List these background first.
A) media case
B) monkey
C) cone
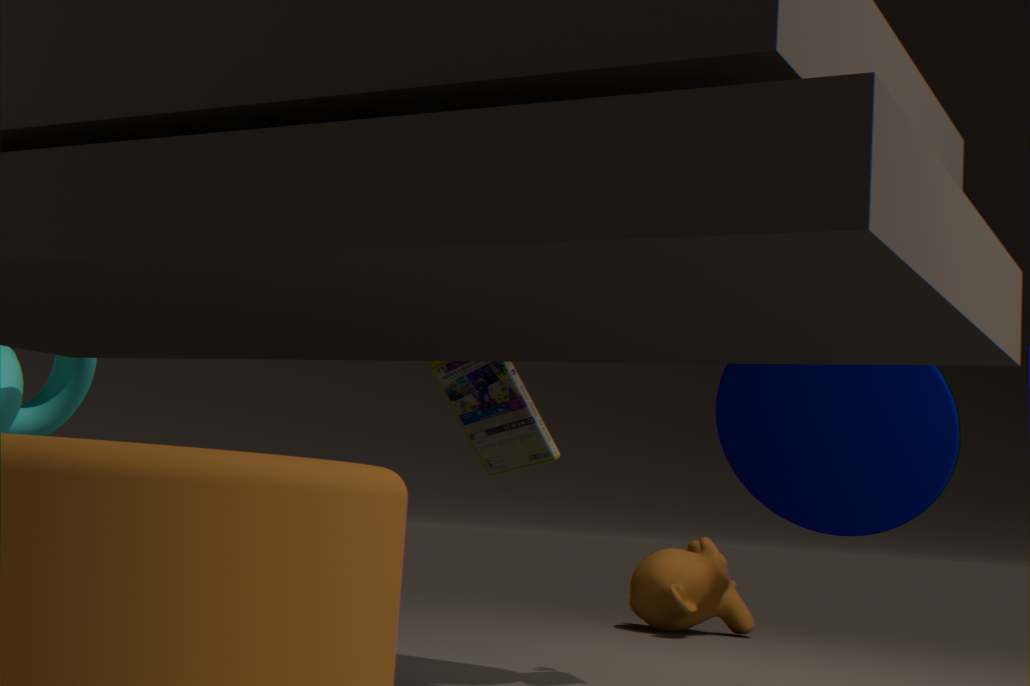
monkey < media case < cone
